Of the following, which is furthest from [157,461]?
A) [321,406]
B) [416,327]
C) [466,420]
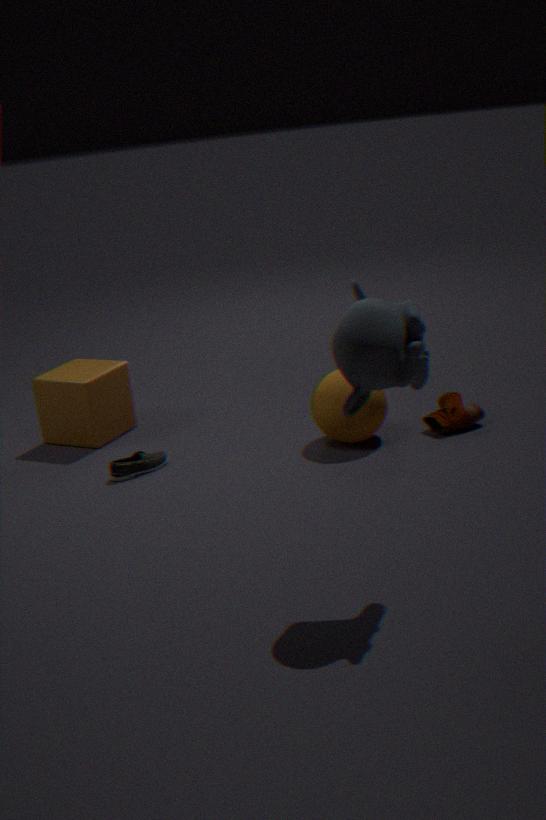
[416,327]
